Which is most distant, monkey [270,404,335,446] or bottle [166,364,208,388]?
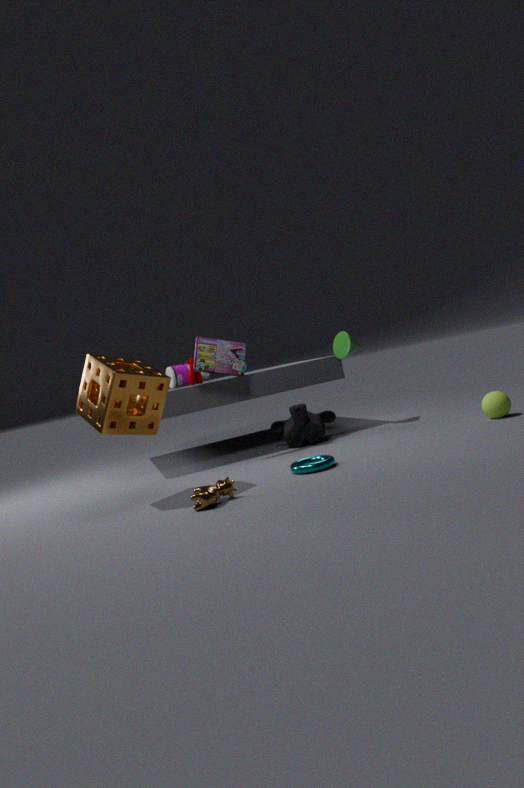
bottle [166,364,208,388]
